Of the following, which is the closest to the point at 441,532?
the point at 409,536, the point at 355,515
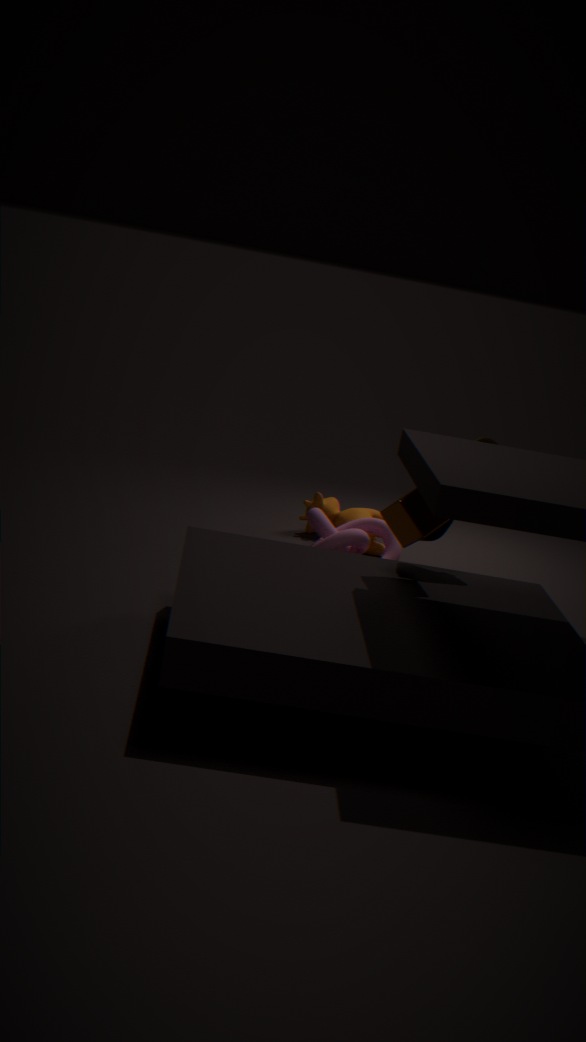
the point at 409,536
